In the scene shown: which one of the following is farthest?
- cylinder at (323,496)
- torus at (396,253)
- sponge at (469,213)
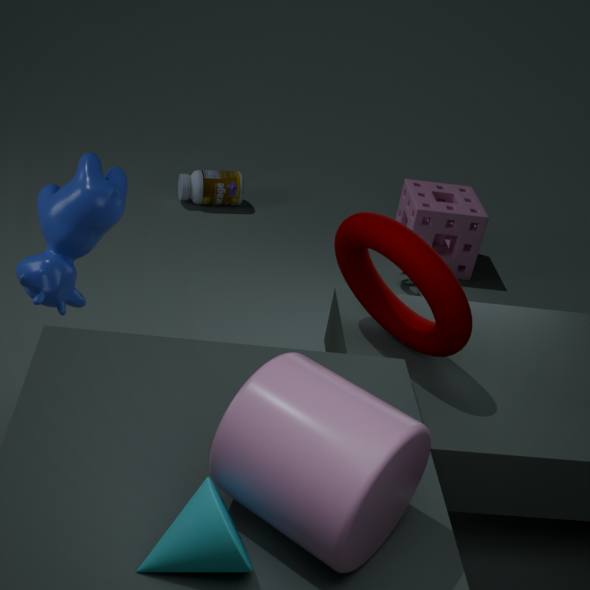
sponge at (469,213)
